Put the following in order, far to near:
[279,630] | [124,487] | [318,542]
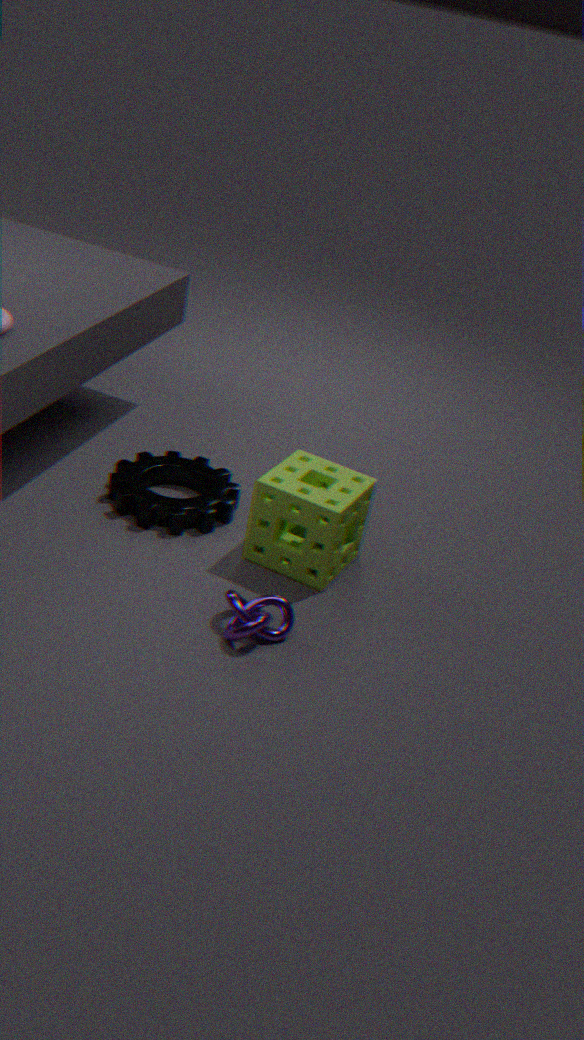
[124,487], [318,542], [279,630]
